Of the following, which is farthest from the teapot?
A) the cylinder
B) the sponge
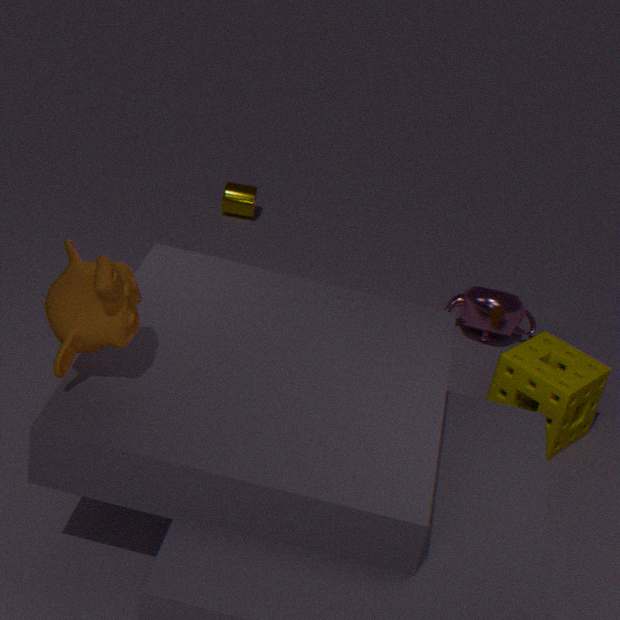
the cylinder
